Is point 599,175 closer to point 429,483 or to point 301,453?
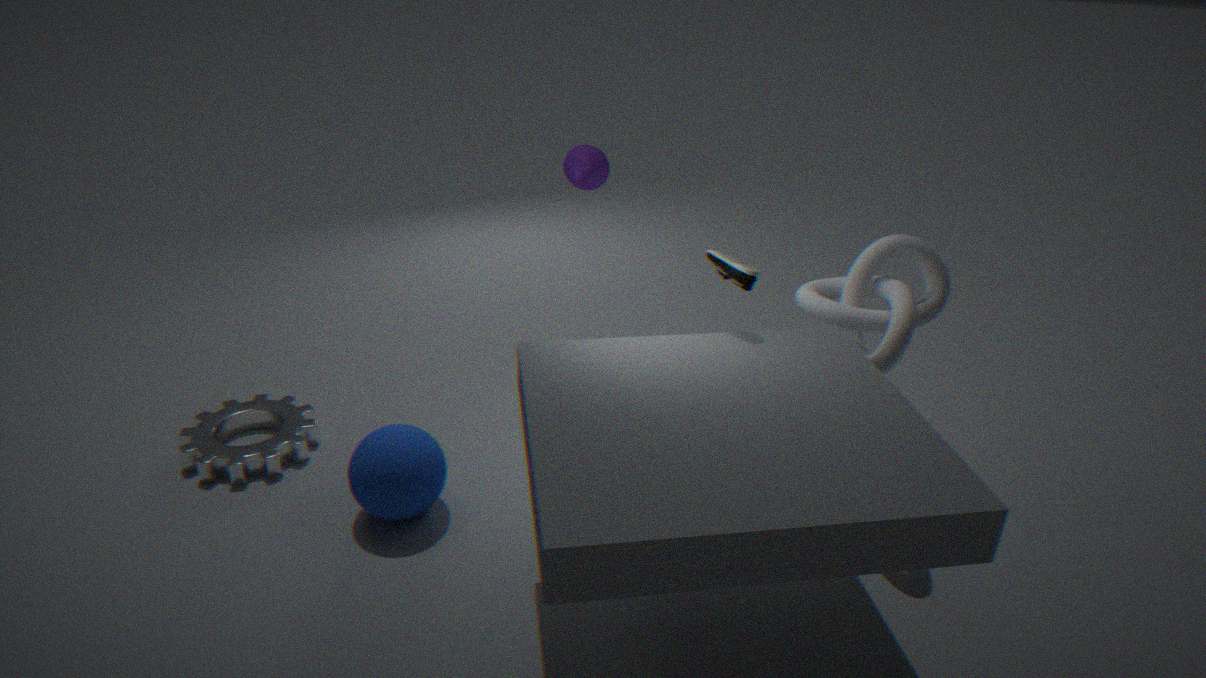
point 429,483
